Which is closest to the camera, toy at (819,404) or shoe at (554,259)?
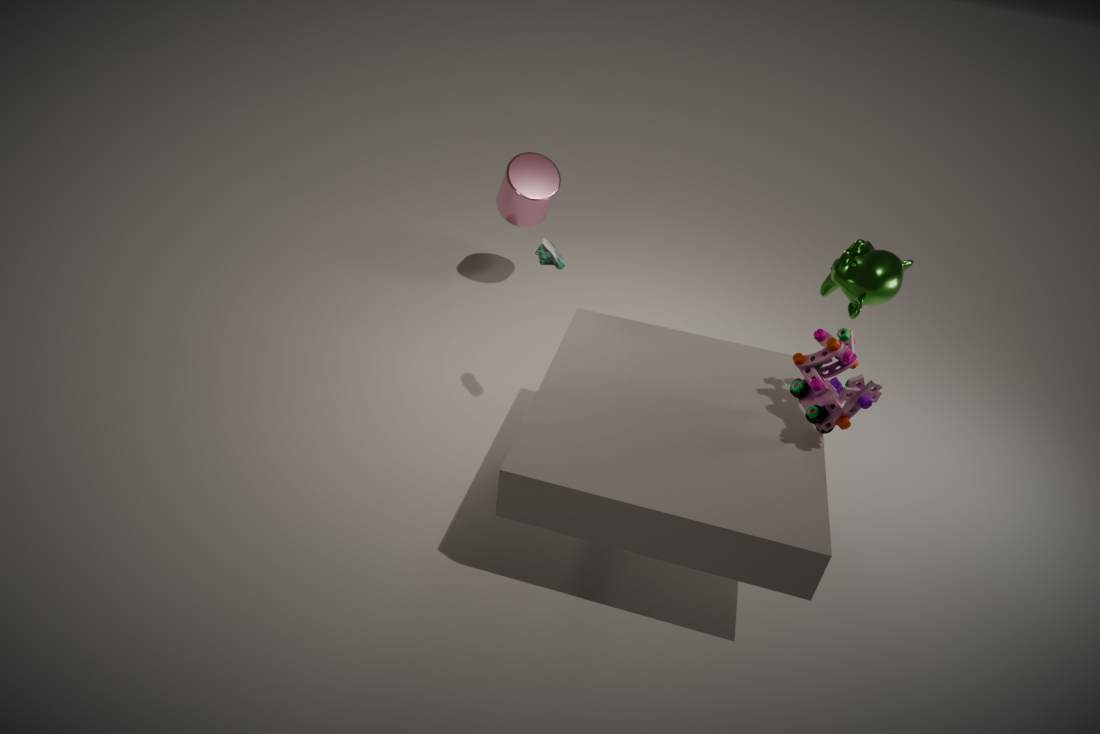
toy at (819,404)
